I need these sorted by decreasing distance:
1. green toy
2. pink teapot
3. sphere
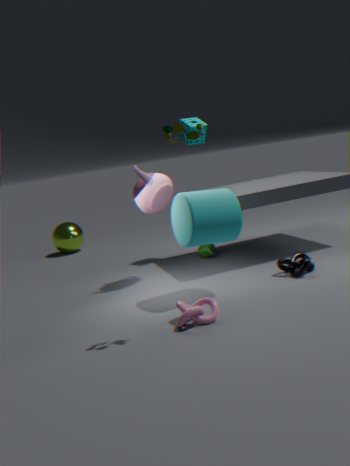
sphere < pink teapot < green toy
